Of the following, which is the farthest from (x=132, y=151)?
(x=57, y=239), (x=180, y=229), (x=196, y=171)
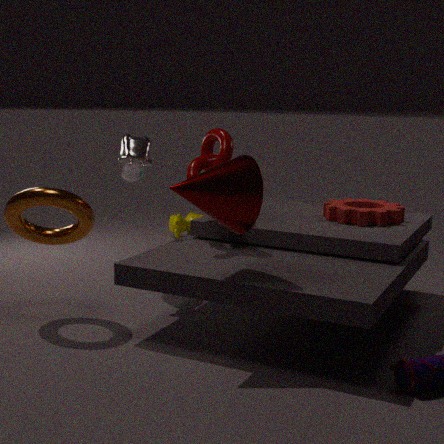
(x=180, y=229)
